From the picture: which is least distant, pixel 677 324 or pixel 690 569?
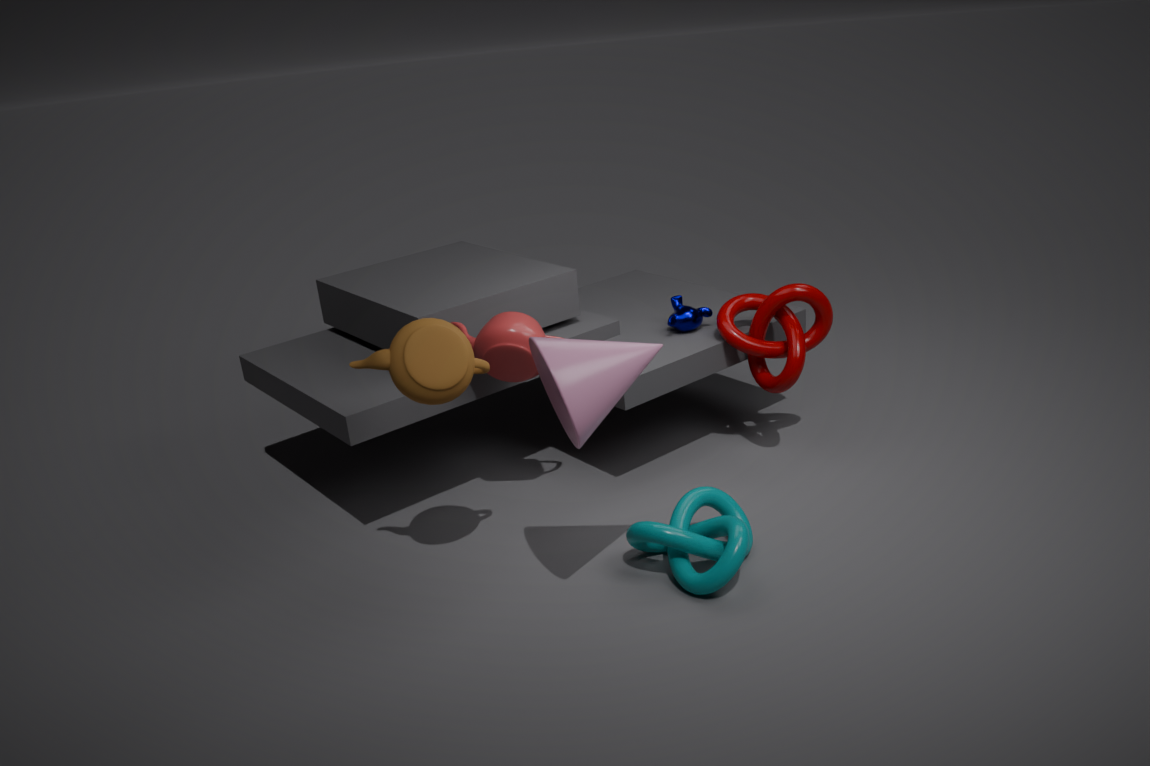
pixel 690 569
